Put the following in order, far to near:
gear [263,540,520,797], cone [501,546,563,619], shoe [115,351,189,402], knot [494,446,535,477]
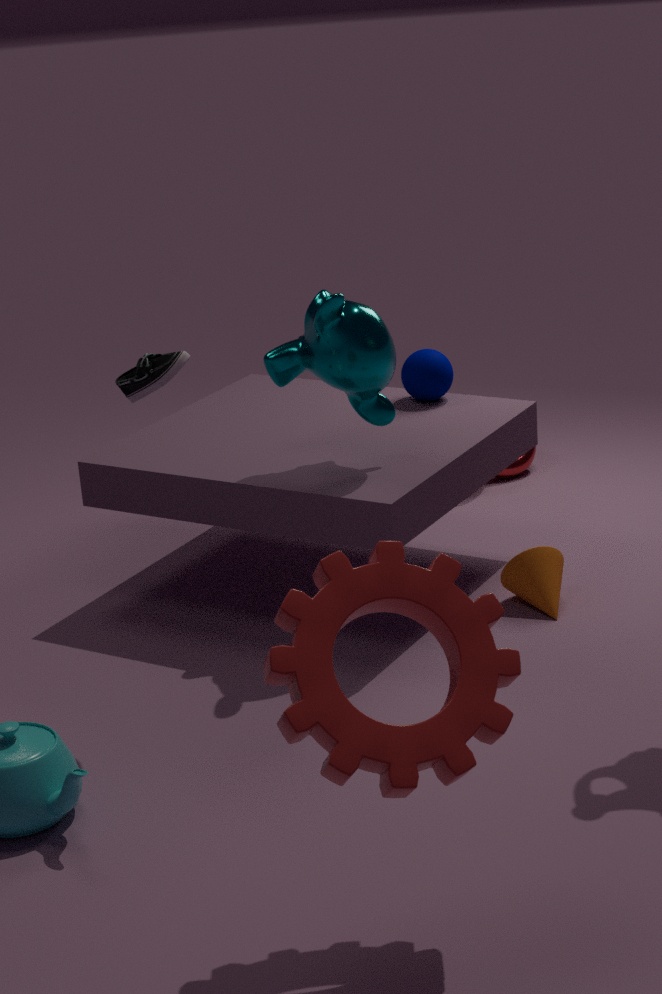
knot [494,446,535,477]
cone [501,546,563,619]
shoe [115,351,189,402]
gear [263,540,520,797]
